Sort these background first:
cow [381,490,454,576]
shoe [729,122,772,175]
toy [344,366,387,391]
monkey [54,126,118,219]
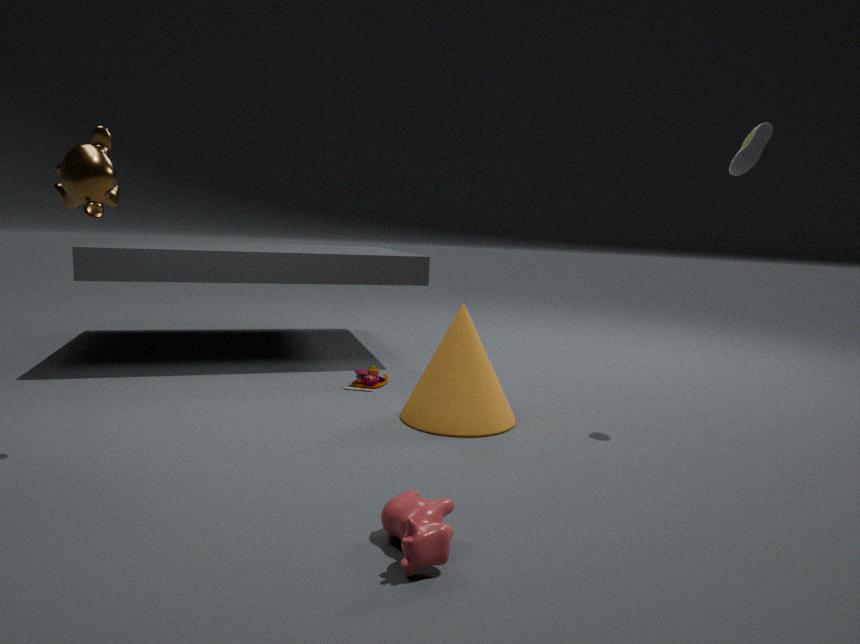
1. toy [344,366,387,391]
2. shoe [729,122,772,175]
3. monkey [54,126,118,219]
4. cow [381,490,454,576]
